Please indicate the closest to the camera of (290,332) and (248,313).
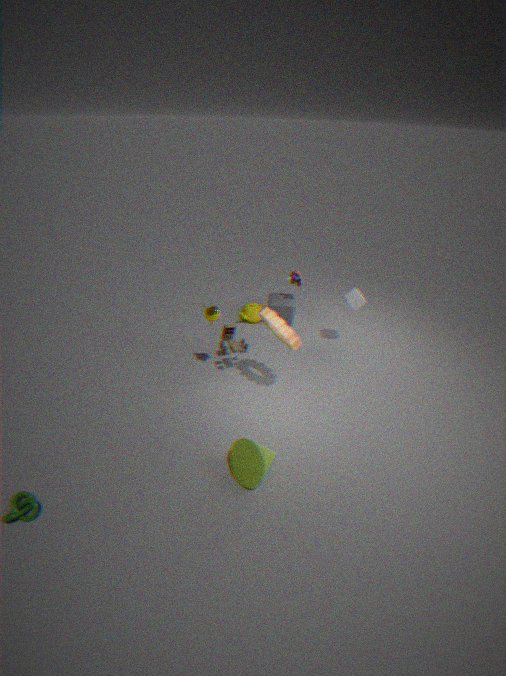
(290,332)
